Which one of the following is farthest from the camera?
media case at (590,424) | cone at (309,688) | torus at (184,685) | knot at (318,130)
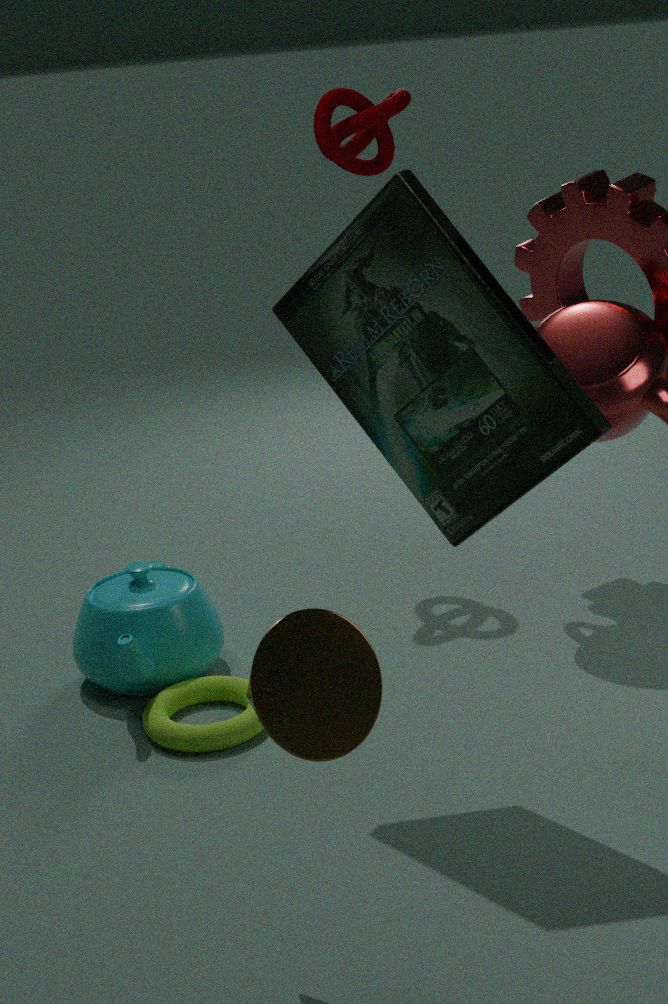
knot at (318,130)
